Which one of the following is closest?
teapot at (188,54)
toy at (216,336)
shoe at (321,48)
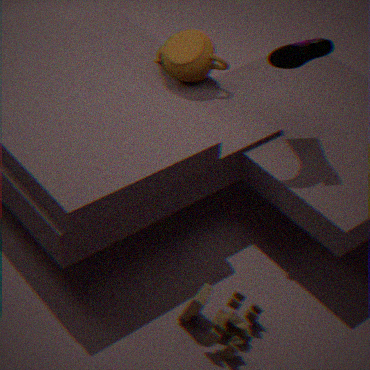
toy at (216,336)
